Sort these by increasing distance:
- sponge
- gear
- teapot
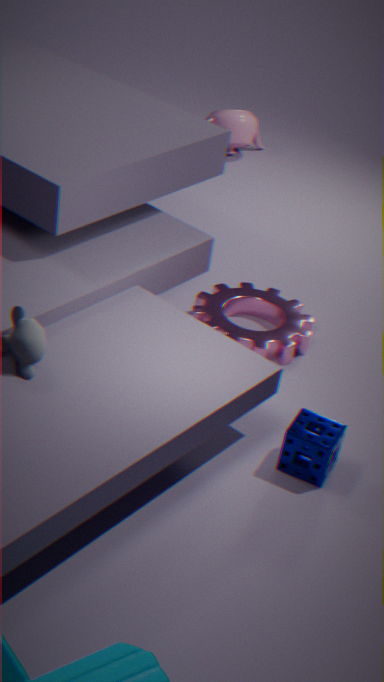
sponge
gear
teapot
